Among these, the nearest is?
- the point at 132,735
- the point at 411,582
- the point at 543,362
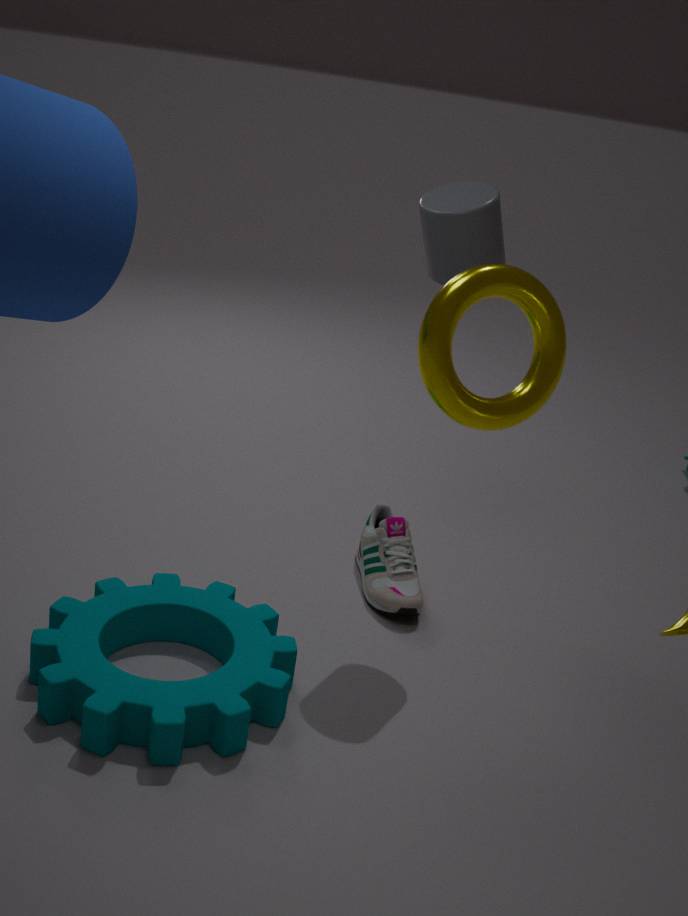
the point at 543,362
